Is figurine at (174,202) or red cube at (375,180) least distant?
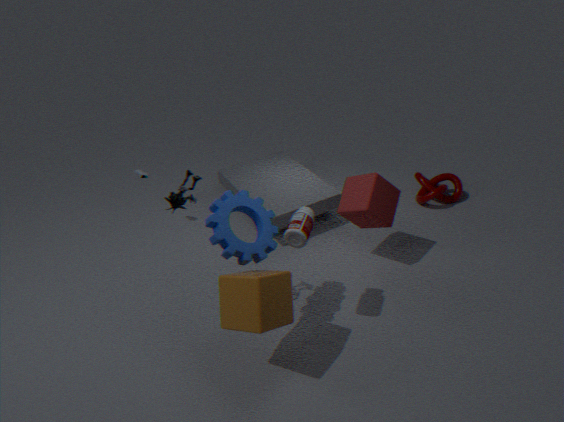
figurine at (174,202)
